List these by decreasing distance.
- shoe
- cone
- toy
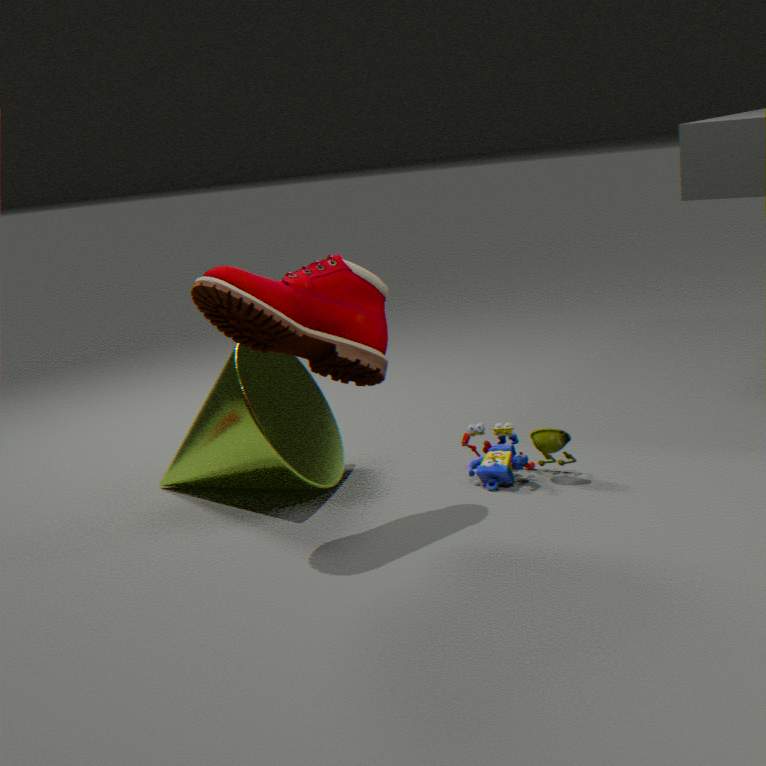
toy → cone → shoe
